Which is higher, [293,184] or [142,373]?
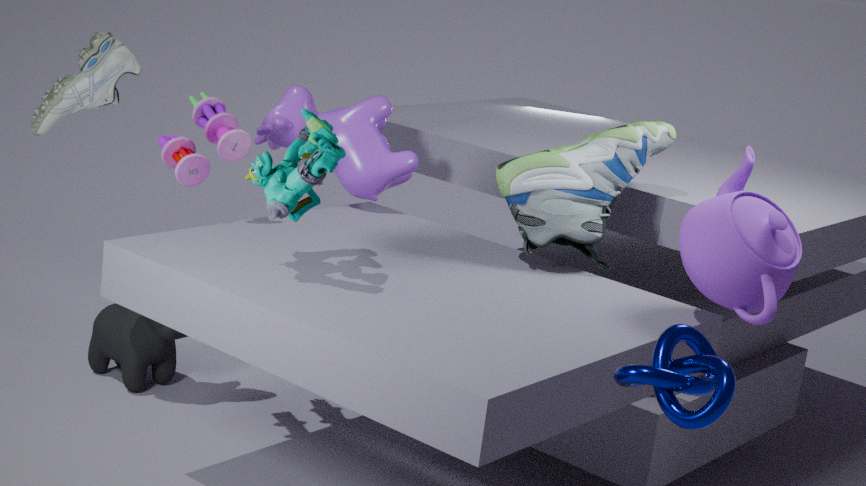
[293,184]
